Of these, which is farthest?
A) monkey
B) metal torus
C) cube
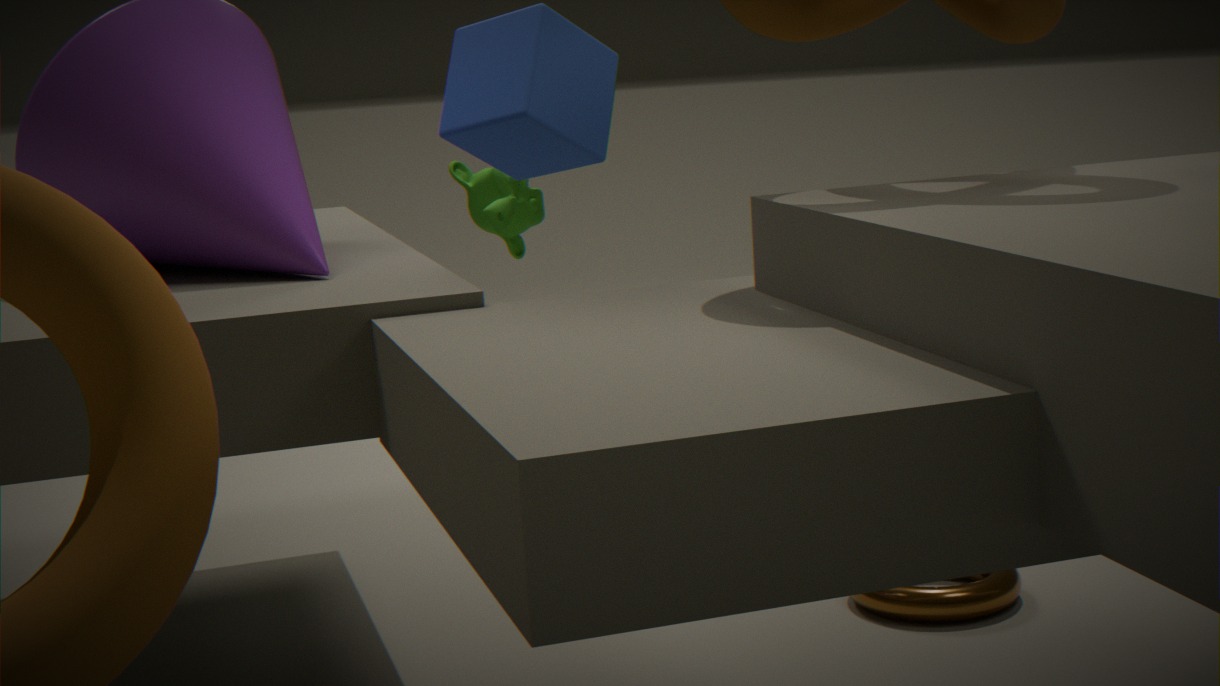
monkey
